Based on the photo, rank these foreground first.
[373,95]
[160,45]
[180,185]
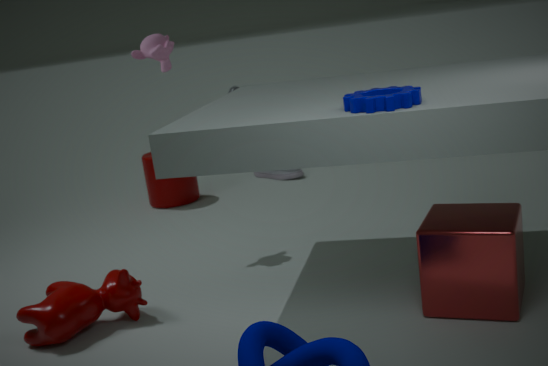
1. [373,95]
2. [160,45]
3. [180,185]
